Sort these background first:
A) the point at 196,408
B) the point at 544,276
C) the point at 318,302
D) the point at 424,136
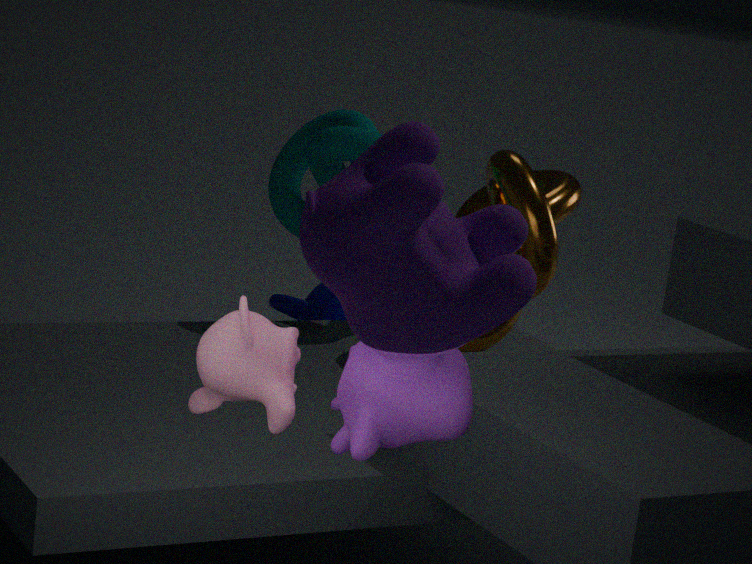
1. C. the point at 318,302
2. B. the point at 544,276
3. A. the point at 196,408
4. D. the point at 424,136
